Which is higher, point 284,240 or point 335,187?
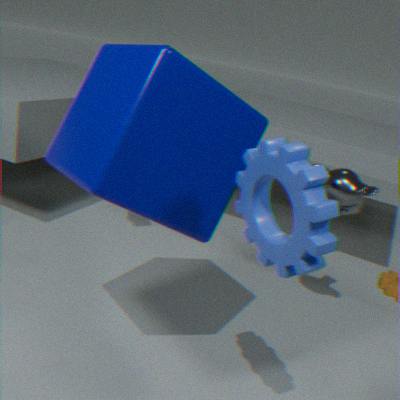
point 284,240
